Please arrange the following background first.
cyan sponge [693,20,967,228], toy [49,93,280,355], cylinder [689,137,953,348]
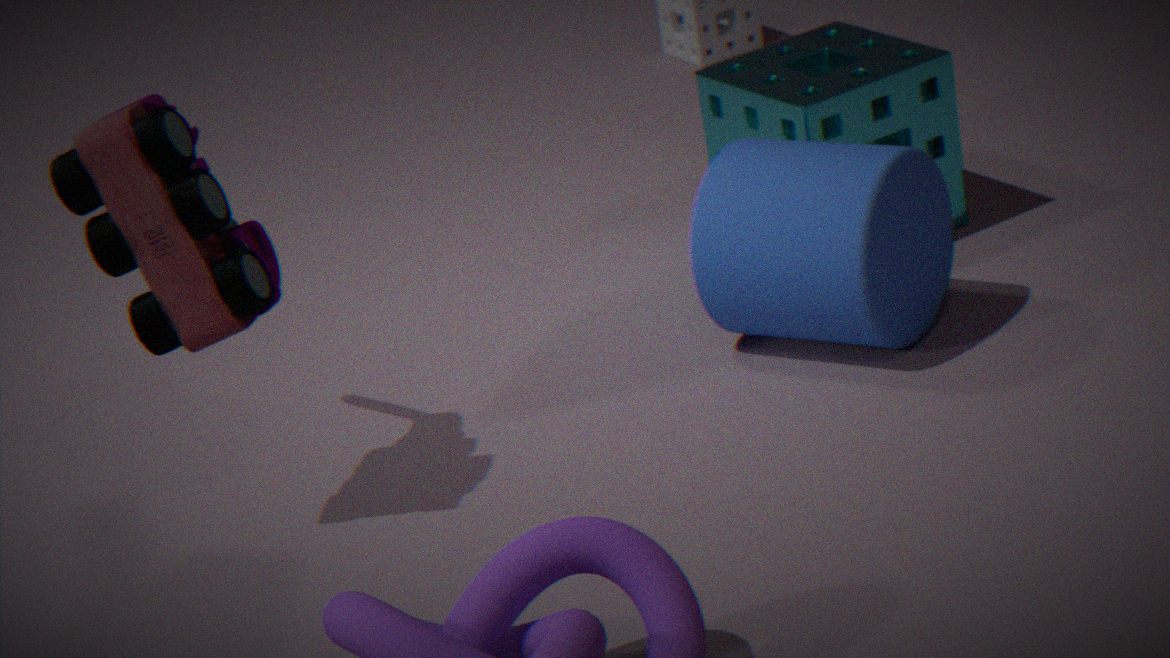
1. cyan sponge [693,20,967,228]
2. cylinder [689,137,953,348]
3. toy [49,93,280,355]
